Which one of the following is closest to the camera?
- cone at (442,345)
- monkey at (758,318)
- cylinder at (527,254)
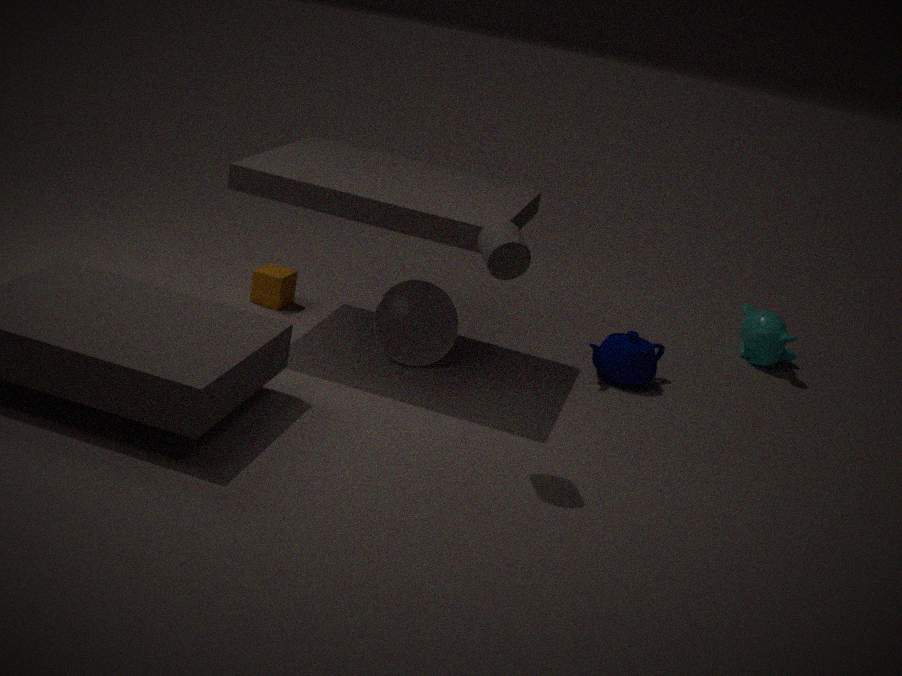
cylinder at (527,254)
